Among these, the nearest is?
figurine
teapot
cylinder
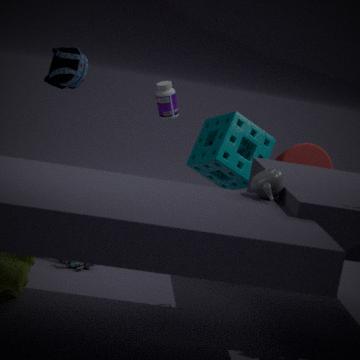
teapot
